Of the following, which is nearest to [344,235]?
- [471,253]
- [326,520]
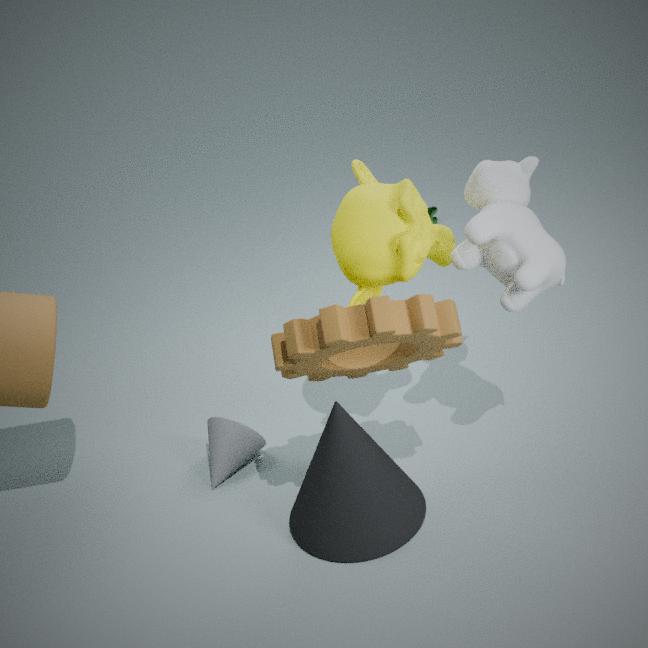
[471,253]
